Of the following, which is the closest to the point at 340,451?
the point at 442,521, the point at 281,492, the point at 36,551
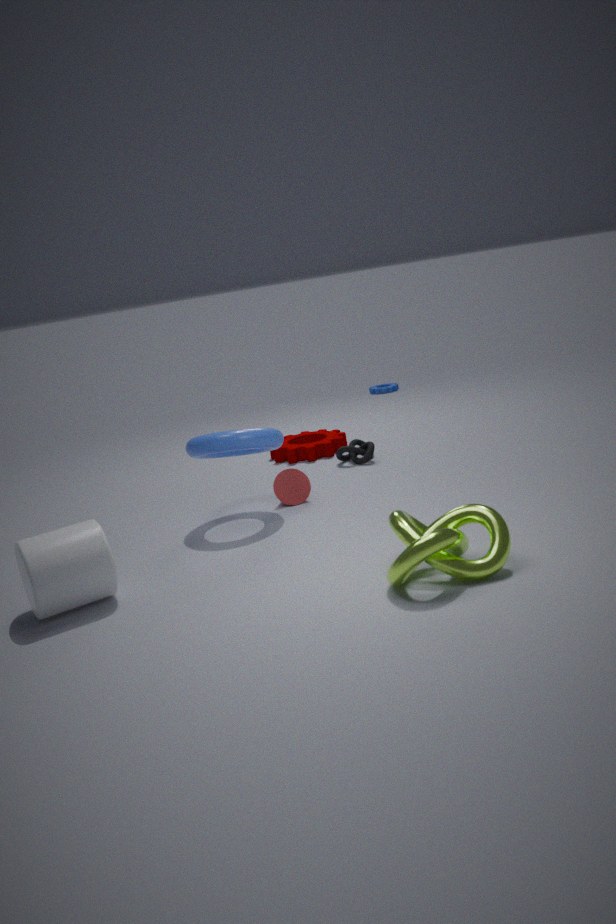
the point at 281,492
